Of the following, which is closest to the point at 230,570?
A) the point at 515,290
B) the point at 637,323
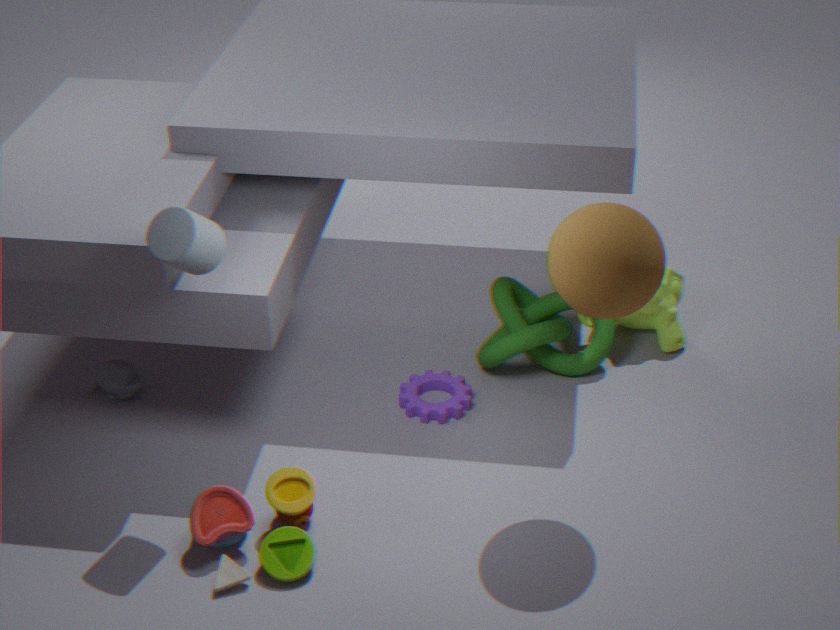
the point at 515,290
